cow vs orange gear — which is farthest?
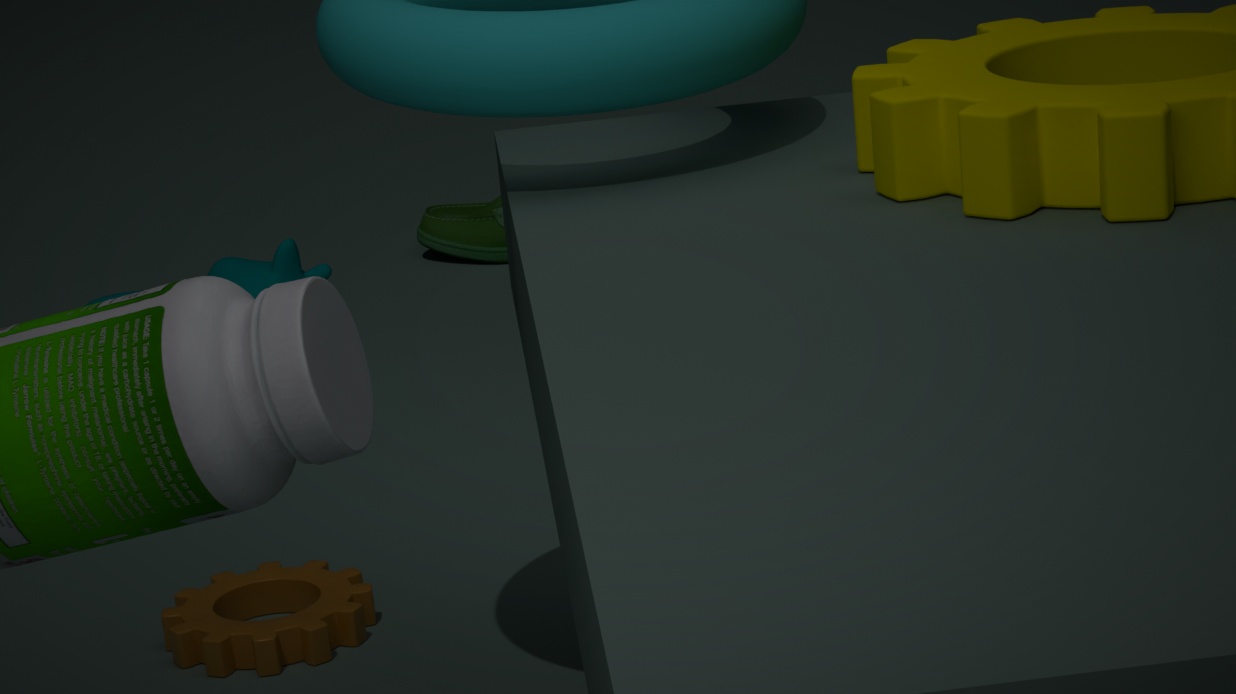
cow
